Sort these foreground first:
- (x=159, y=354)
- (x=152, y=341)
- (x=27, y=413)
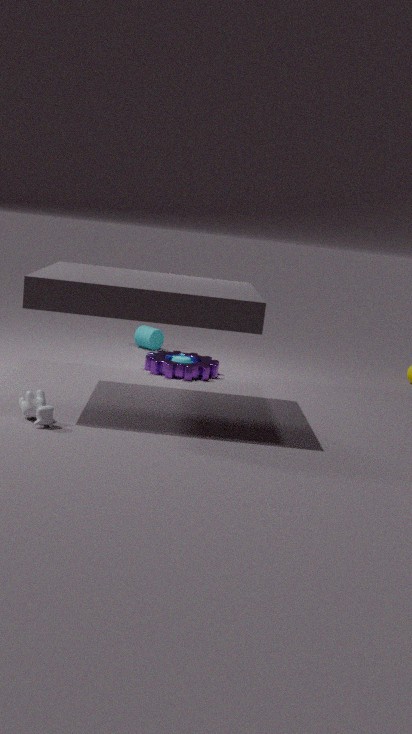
A: (x=27, y=413), (x=159, y=354), (x=152, y=341)
